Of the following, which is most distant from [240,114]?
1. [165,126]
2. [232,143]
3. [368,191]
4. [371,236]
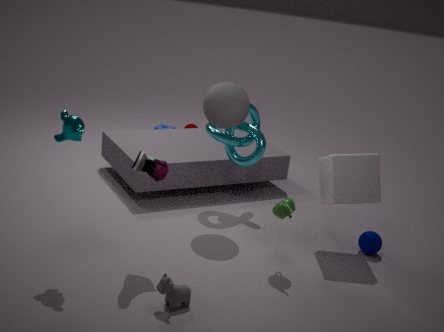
[165,126]
